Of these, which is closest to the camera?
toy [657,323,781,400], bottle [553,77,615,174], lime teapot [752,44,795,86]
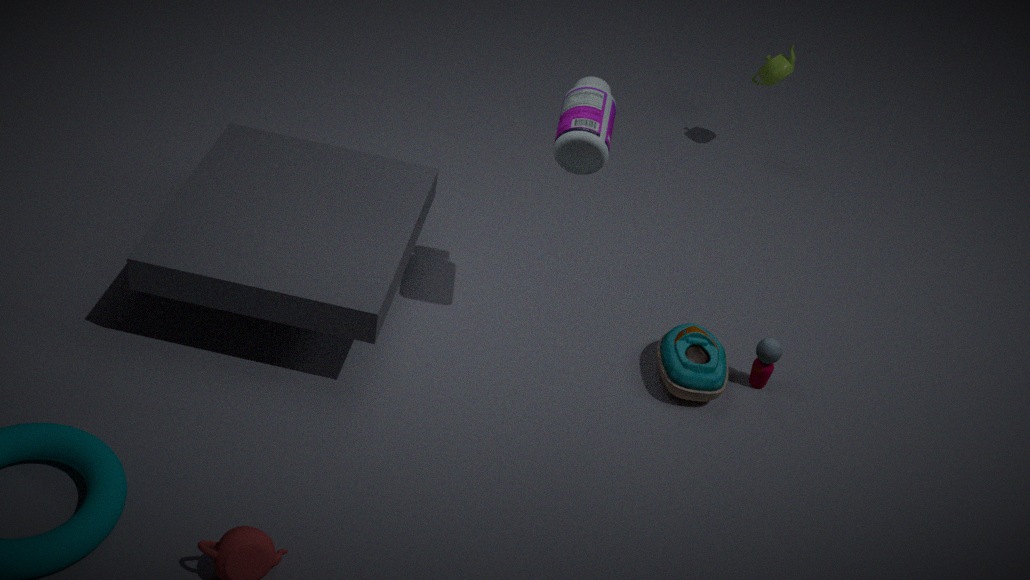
bottle [553,77,615,174]
